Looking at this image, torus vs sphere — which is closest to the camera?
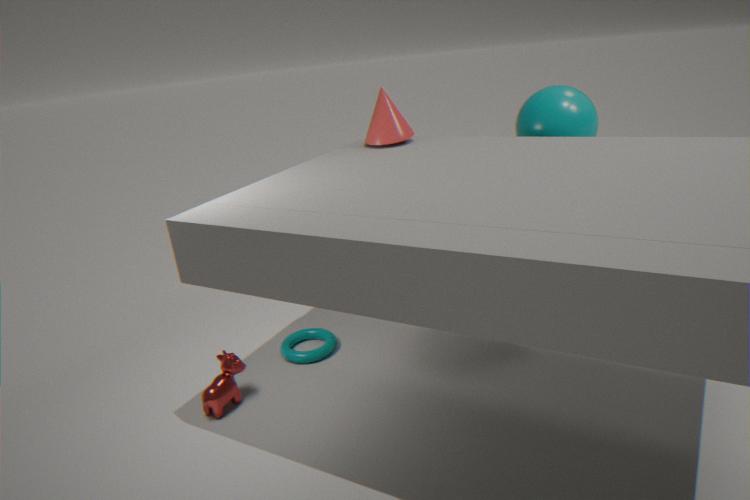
sphere
